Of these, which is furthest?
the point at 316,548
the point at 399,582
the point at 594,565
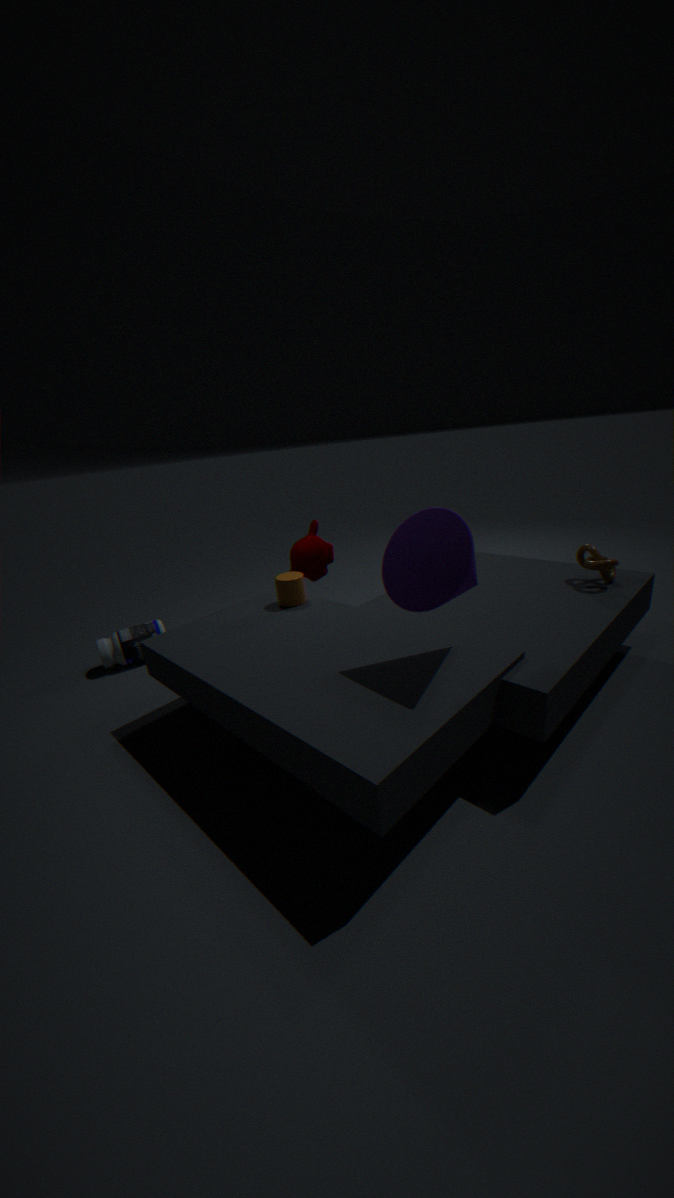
the point at 316,548
